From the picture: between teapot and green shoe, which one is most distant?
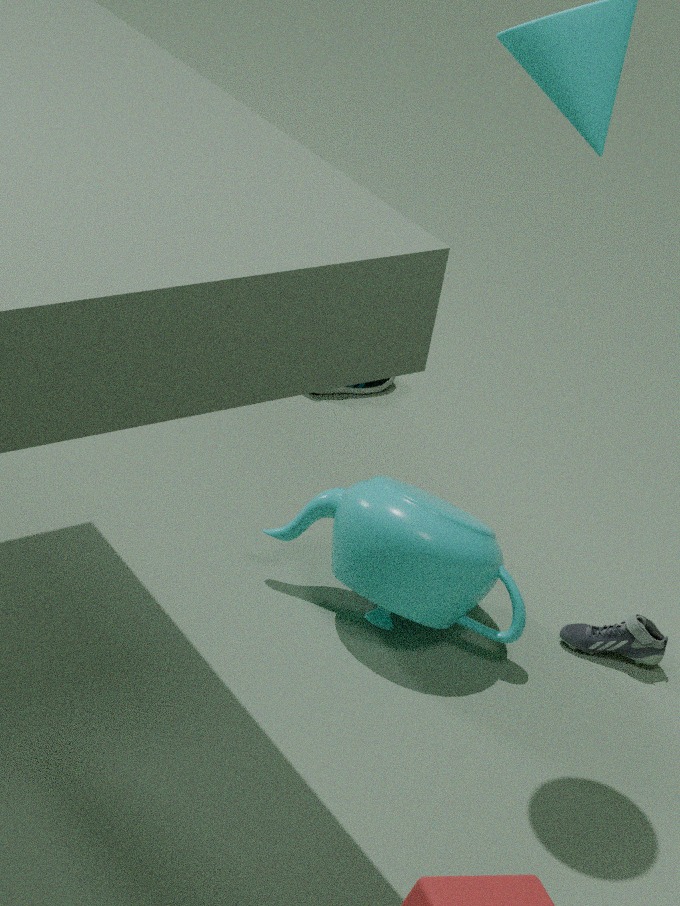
green shoe
